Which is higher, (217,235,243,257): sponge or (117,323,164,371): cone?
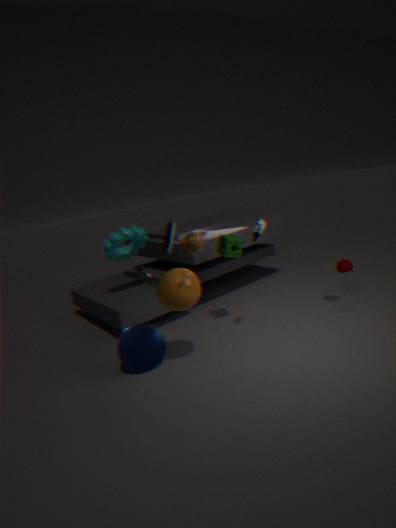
(217,235,243,257): sponge
